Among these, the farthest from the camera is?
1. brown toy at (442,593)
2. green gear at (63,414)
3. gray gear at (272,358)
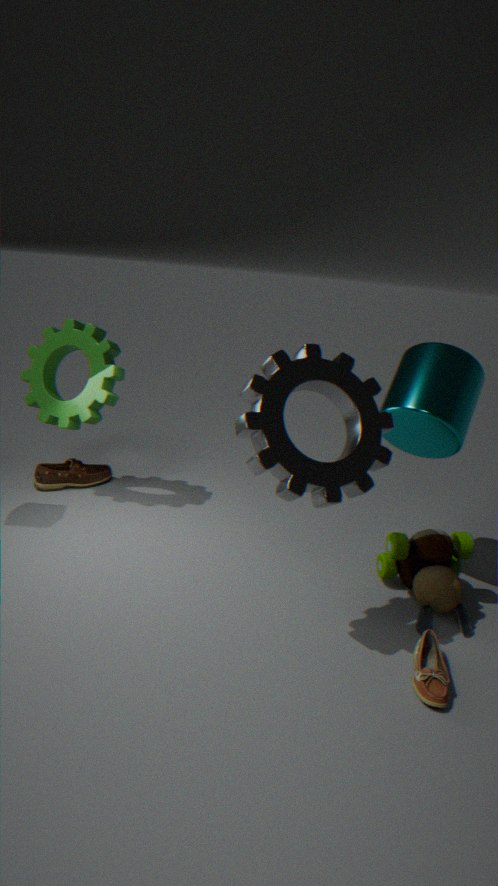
green gear at (63,414)
